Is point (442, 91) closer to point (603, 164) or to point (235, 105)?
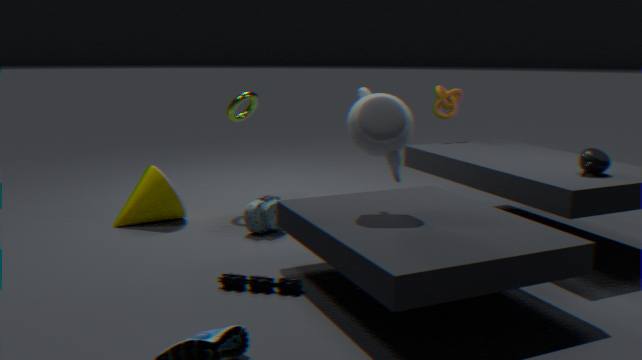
point (603, 164)
